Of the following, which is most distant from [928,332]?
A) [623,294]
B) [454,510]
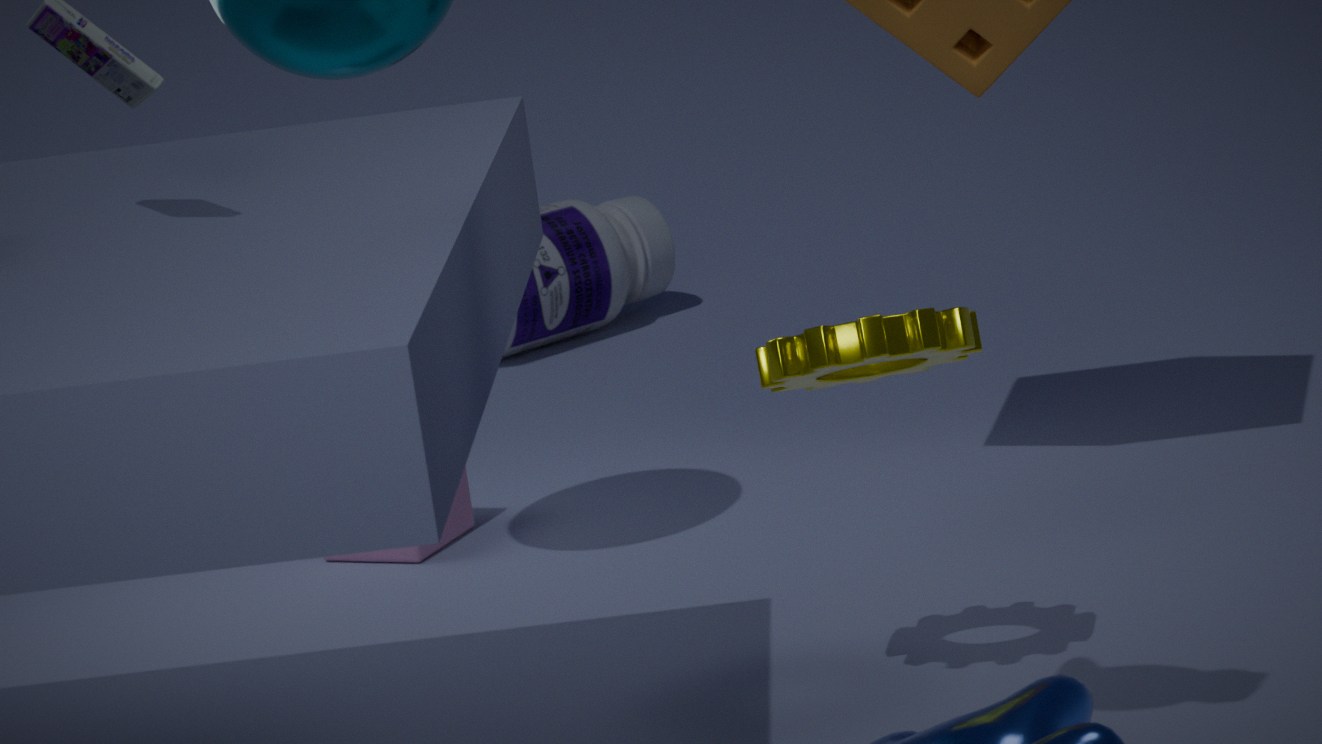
[623,294]
